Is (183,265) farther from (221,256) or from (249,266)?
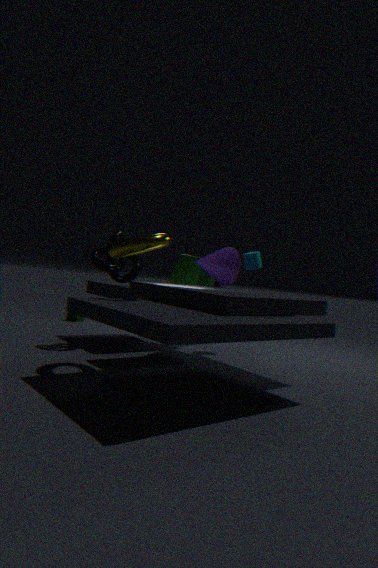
(249,266)
